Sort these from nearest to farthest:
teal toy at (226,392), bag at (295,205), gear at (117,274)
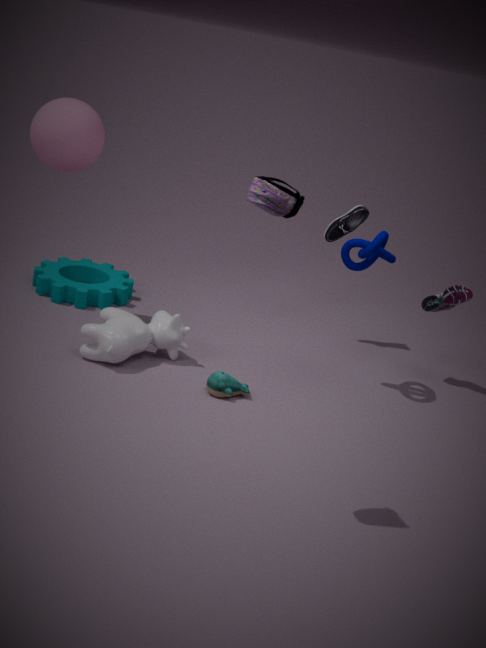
bag at (295,205) < teal toy at (226,392) < gear at (117,274)
